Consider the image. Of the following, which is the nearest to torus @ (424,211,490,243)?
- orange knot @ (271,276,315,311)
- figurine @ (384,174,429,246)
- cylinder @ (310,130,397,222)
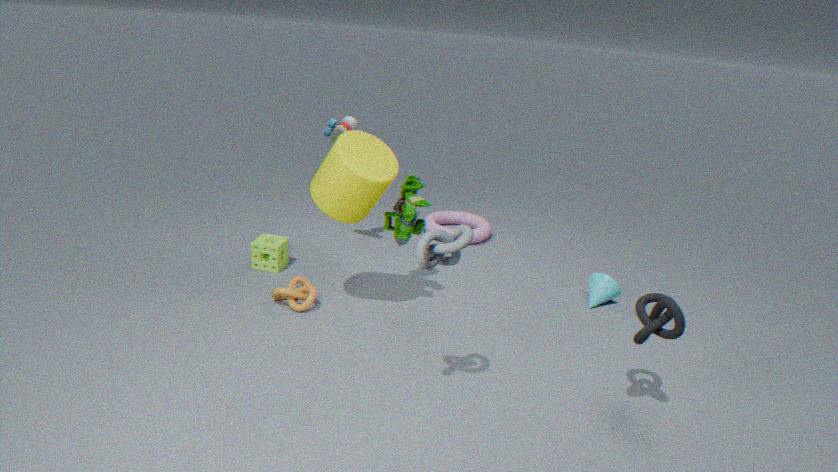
figurine @ (384,174,429,246)
